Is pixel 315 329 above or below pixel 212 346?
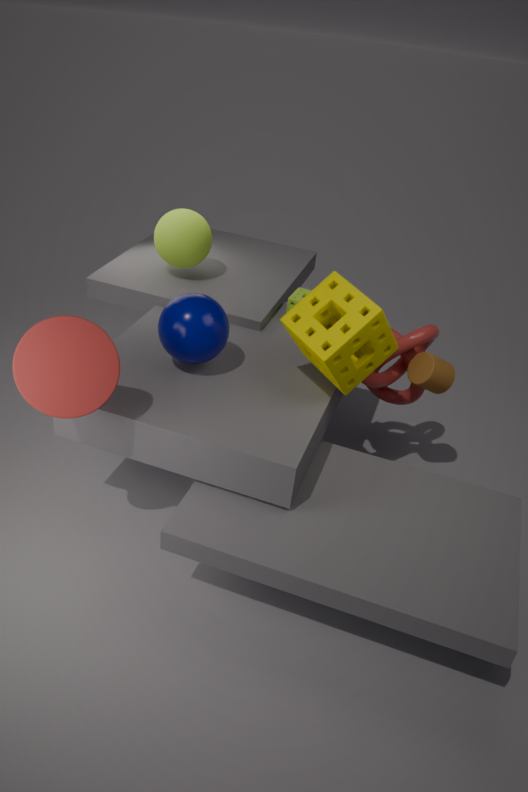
above
